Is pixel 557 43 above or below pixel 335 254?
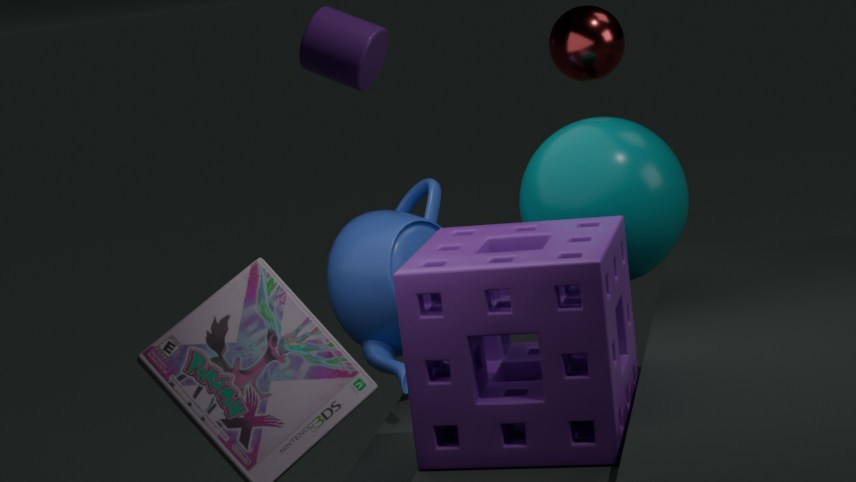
above
